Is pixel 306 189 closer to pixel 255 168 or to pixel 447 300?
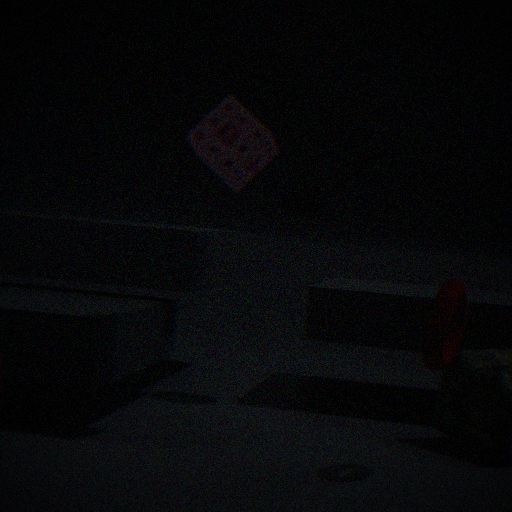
pixel 255 168
